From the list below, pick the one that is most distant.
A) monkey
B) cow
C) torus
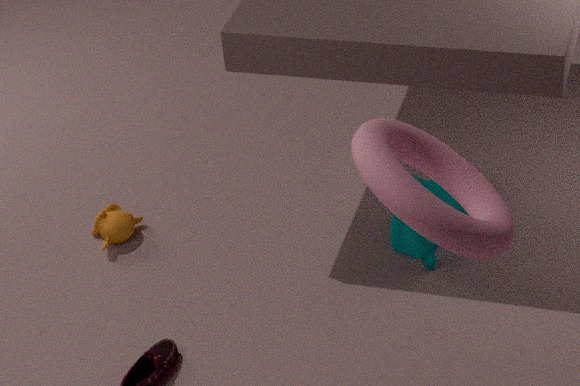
monkey
